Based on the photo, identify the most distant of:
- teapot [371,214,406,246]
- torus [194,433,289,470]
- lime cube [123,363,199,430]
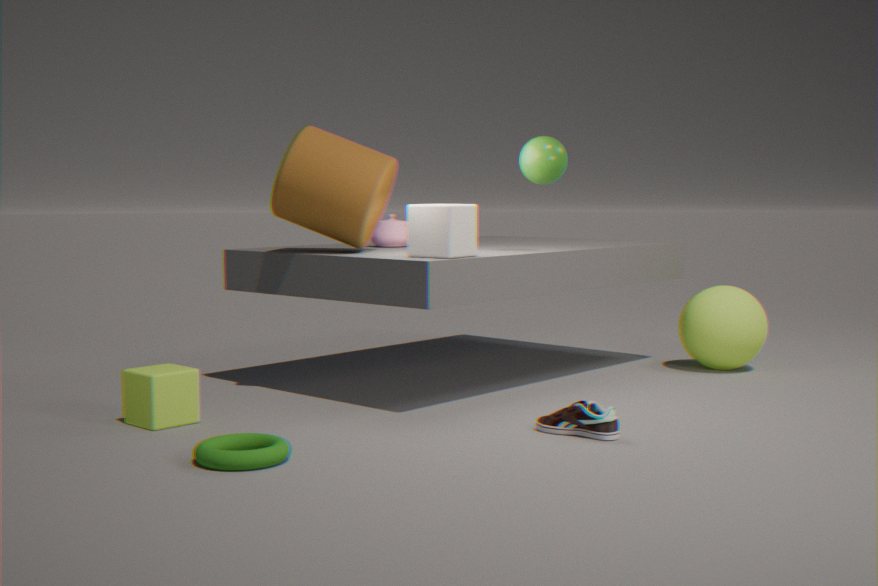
teapot [371,214,406,246]
